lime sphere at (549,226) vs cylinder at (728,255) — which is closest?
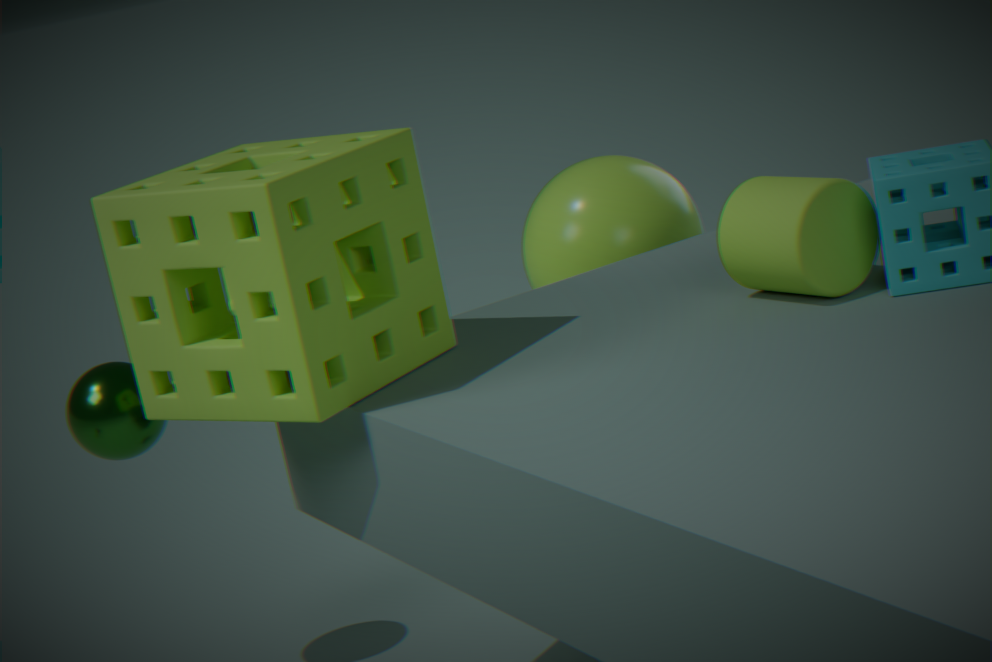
cylinder at (728,255)
